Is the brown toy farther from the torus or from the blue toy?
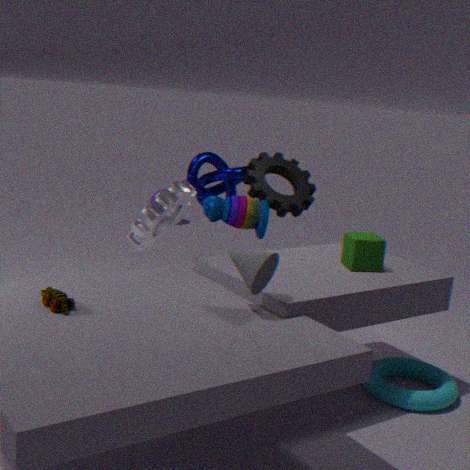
the torus
